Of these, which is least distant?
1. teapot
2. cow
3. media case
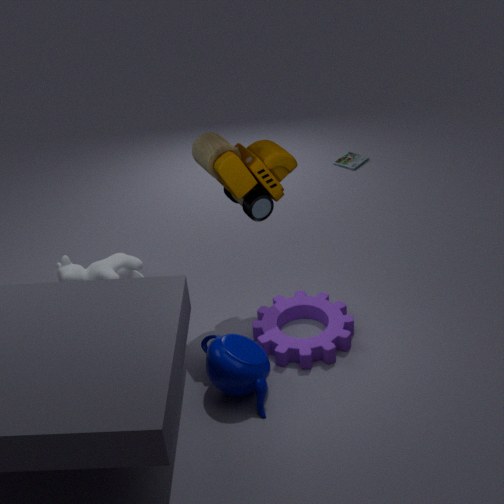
teapot
